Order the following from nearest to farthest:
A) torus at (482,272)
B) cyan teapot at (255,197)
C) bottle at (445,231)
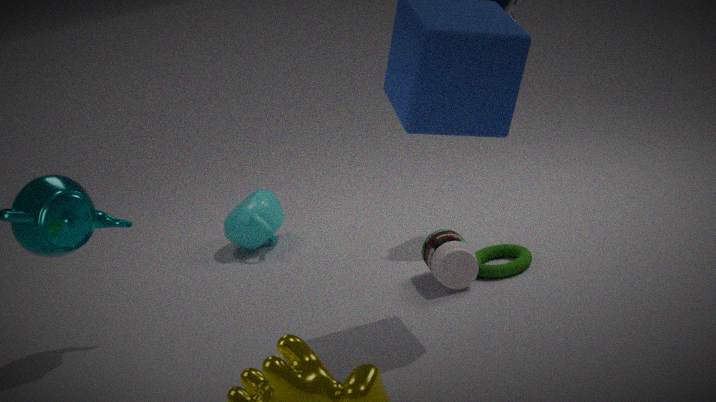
bottle at (445,231)
torus at (482,272)
cyan teapot at (255,197)
